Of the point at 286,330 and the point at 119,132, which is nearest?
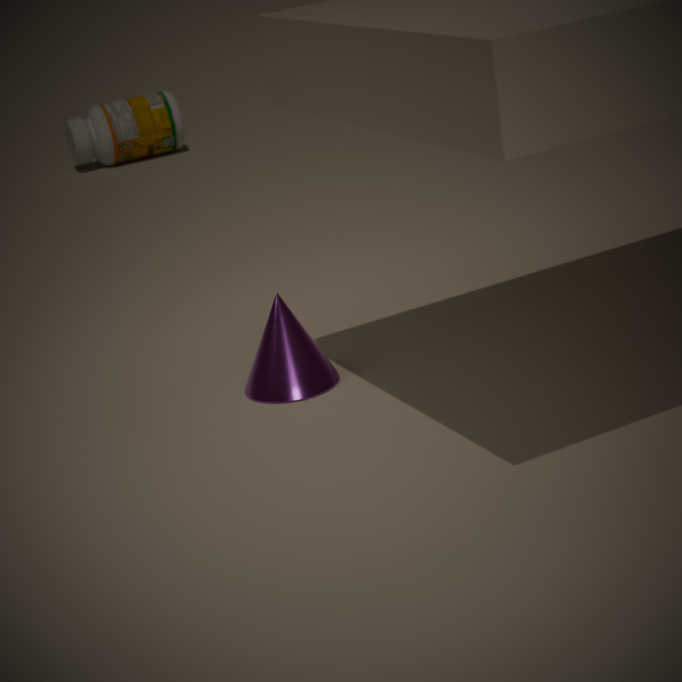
the point at 286,330
